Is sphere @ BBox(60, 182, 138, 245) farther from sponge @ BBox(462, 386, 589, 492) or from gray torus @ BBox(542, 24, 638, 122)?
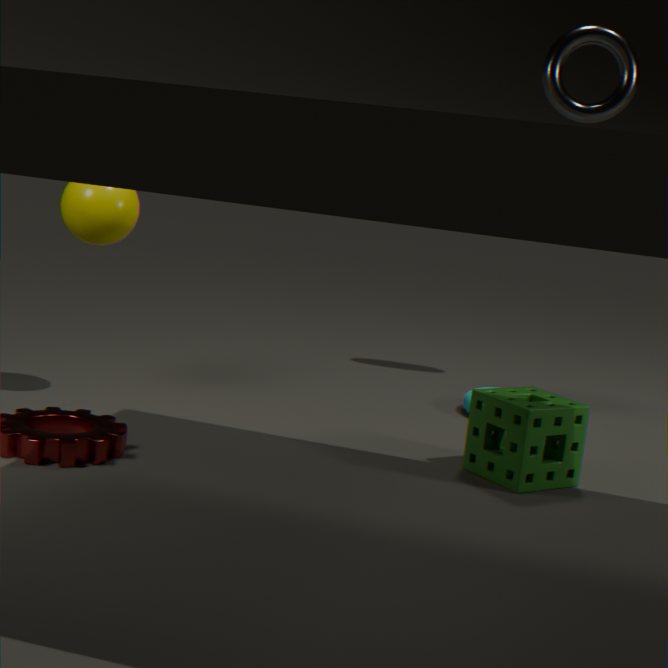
gray torus @ BBox(542, 24, 638, 122)
